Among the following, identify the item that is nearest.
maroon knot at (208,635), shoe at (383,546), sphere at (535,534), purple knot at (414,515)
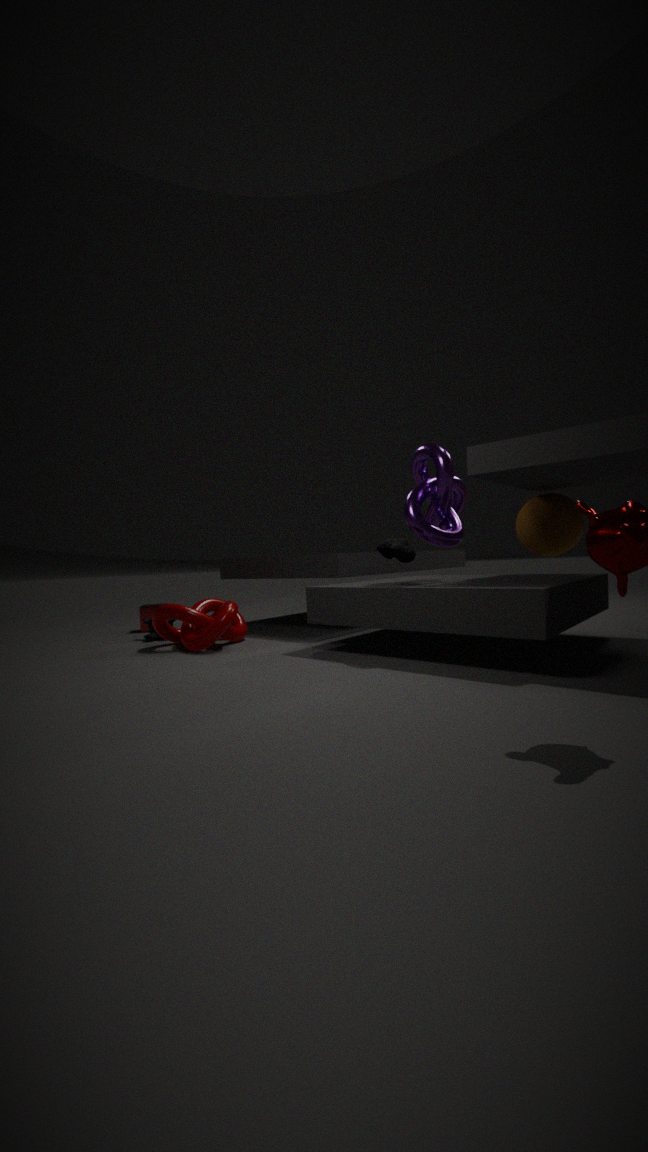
shoe at (383,546)
